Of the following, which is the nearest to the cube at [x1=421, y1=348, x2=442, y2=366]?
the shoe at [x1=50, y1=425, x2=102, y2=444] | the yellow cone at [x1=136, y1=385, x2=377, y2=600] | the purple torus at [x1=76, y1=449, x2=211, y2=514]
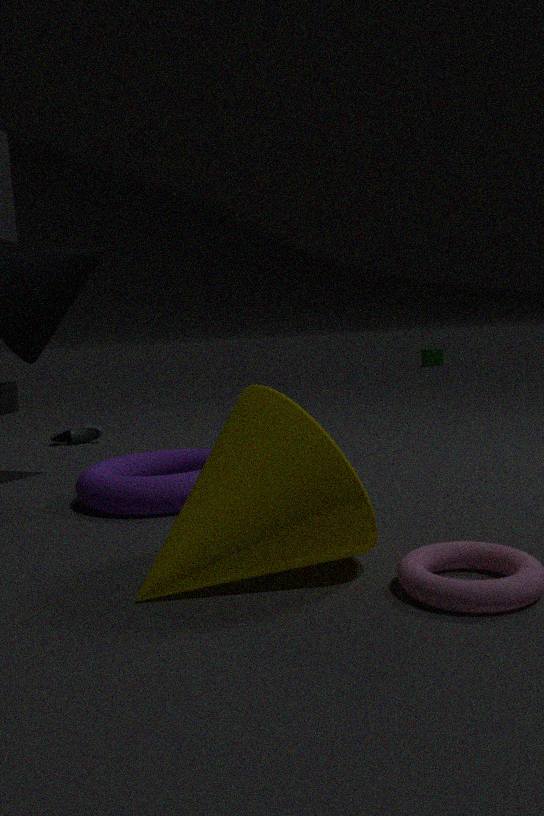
the shoe at [x1=50, y1=425, x2=102, y2=444]
